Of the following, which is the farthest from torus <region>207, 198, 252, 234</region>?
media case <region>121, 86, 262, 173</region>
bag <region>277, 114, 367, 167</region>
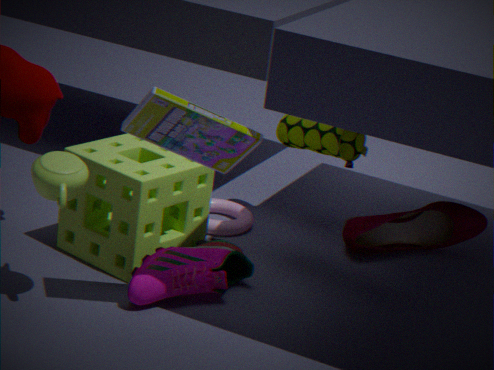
media case <region>121, 86, 262, 173</region>
